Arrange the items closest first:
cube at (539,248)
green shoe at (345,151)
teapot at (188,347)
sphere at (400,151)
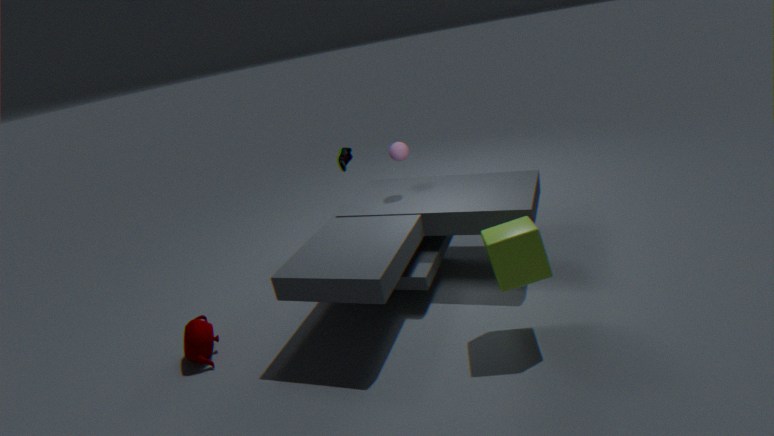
1. cube at (539,248)
2. teapot at (188,347)
3. sphere at (400,151)
4. green shoe at (345,151)
